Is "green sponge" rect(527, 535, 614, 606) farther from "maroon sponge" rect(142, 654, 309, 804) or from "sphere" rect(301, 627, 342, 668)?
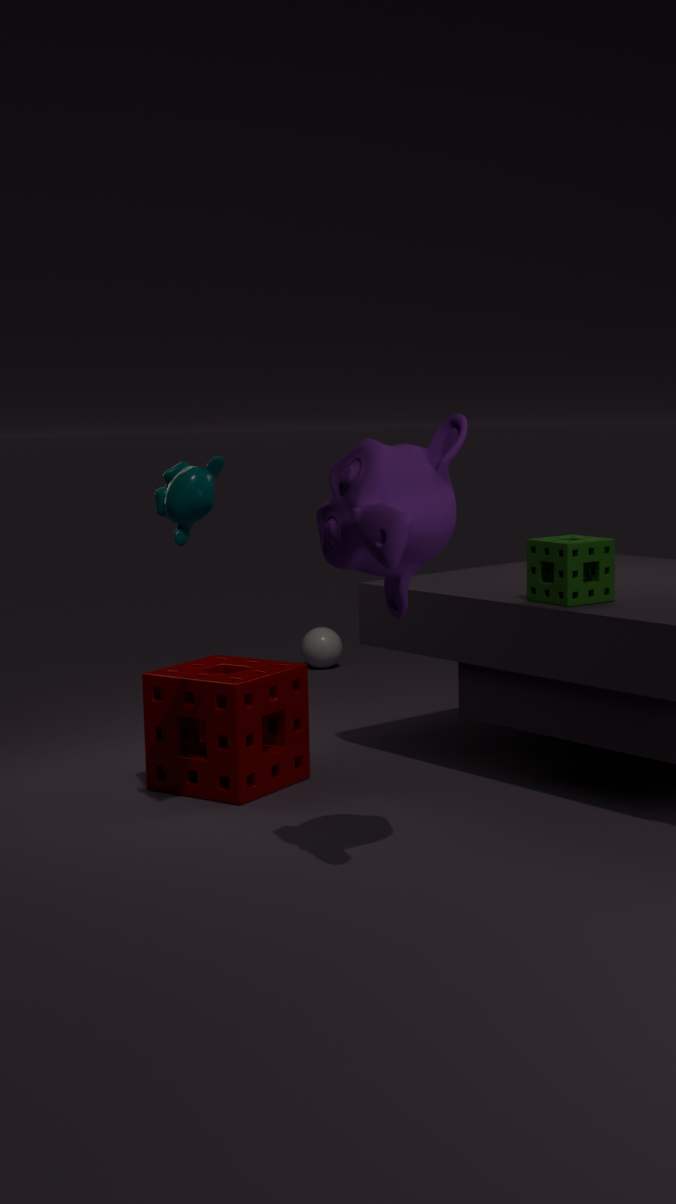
"sphere" rect(301, 627, 342, 668)
